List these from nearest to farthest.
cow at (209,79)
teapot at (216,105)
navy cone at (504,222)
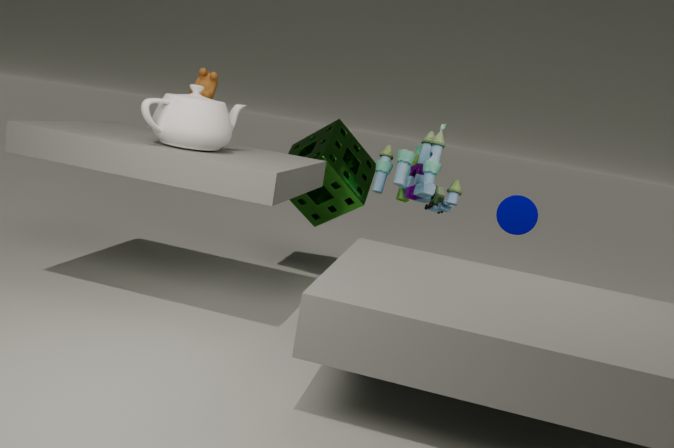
teapot at (216,105) < cow at (209,79) < navy cone at (504,222)
